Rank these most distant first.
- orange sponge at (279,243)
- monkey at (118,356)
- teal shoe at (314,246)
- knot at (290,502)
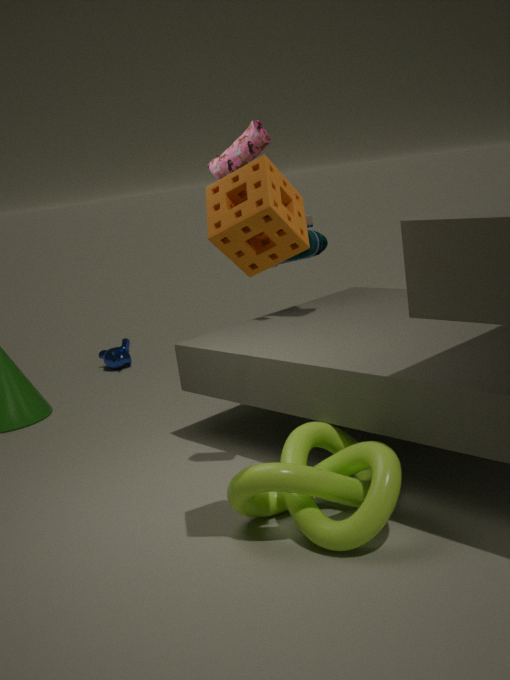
monkey at (118,356), teal shoe at (314,246), knot at (290,502), orange sponge at (279,243)
